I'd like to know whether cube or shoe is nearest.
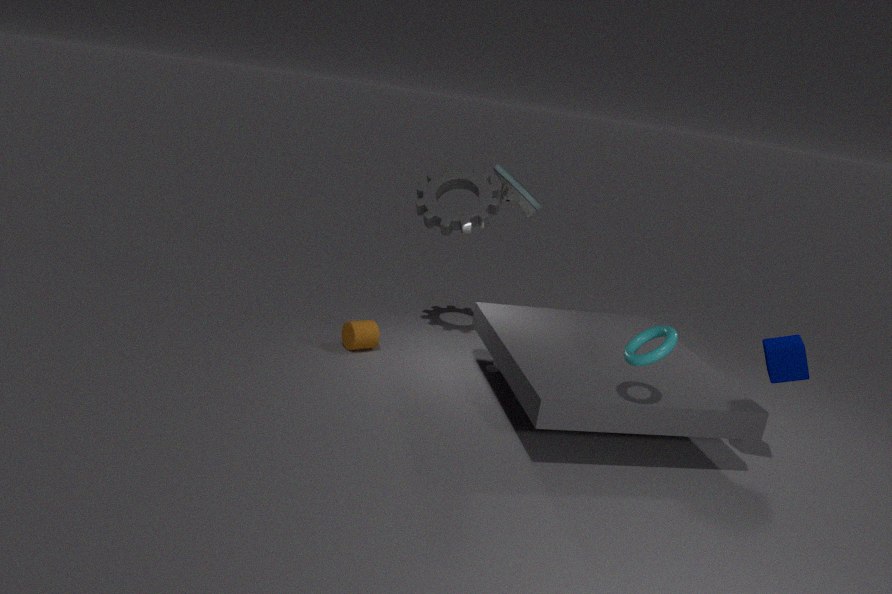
cube
